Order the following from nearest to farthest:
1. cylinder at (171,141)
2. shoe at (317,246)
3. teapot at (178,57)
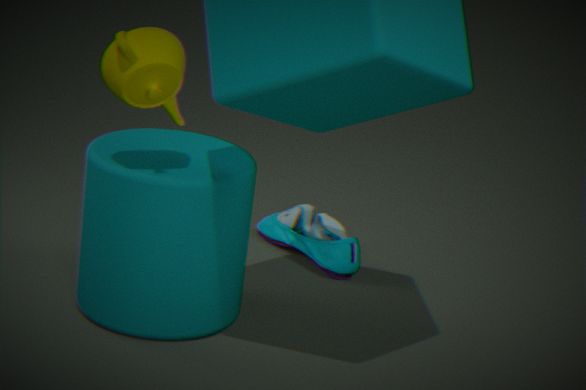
1. teapot at (178,57)
2. cylinder at (171,141)
3. shoe at (317,246)
